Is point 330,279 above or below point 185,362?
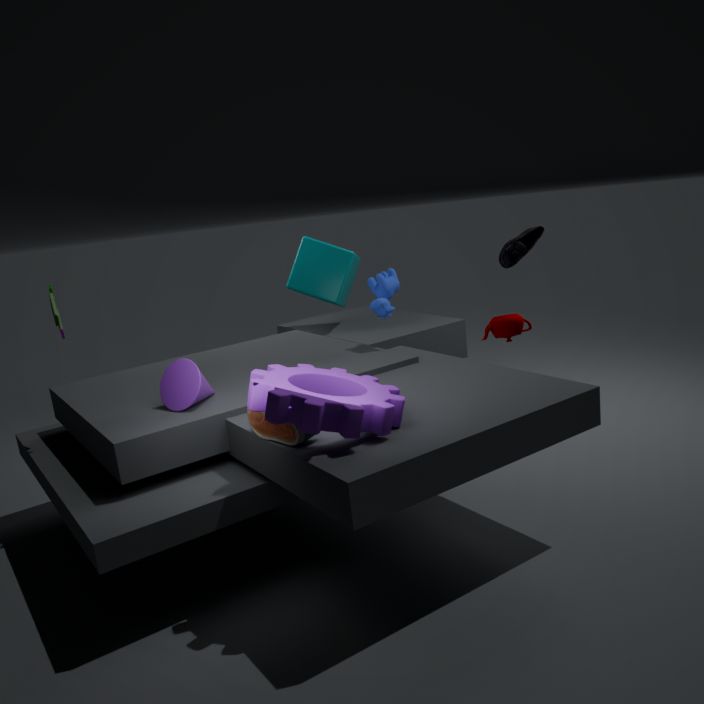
above
